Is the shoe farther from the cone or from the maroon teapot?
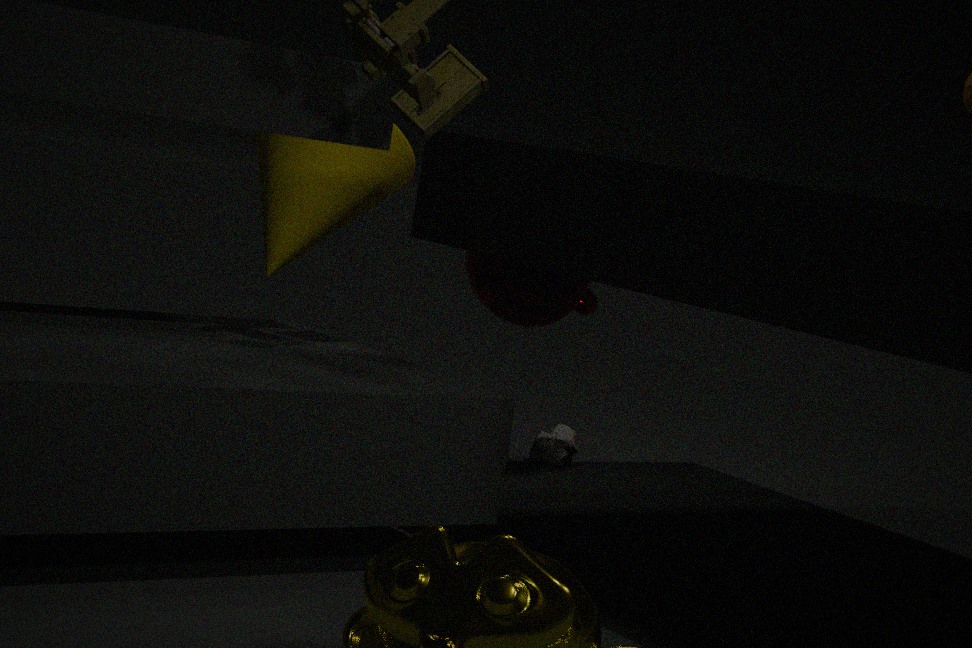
the cone
